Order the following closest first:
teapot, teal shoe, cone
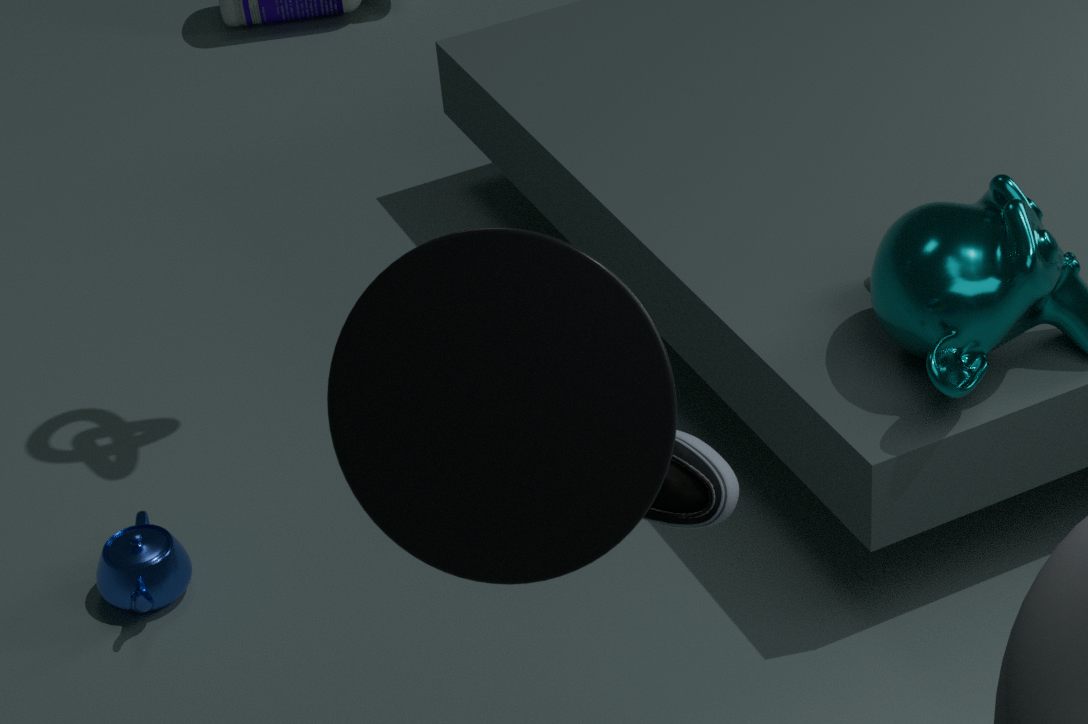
cone
teal shoe
teapot
